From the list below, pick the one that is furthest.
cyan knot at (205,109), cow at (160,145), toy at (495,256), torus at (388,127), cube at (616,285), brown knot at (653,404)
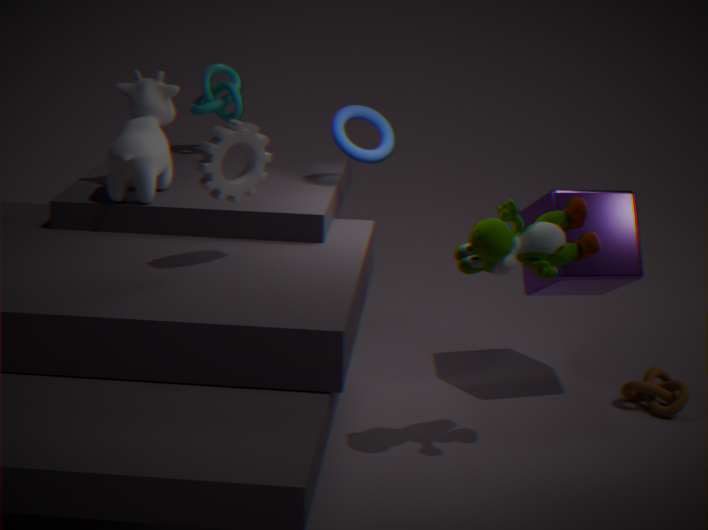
cyan knot at (205,109)
